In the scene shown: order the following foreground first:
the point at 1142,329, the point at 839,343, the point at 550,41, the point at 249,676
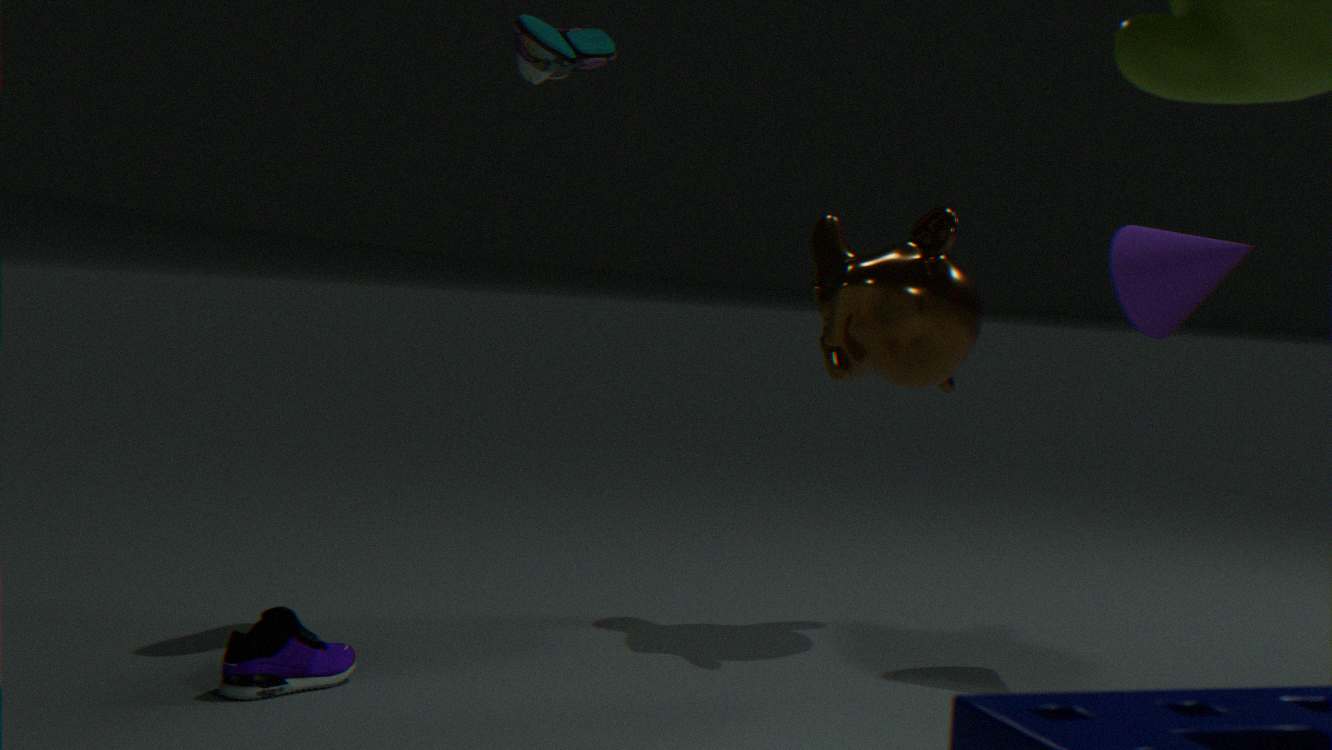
the point at 249,676, the point at 550,41, the point at 1142,329, the point at 839,343
